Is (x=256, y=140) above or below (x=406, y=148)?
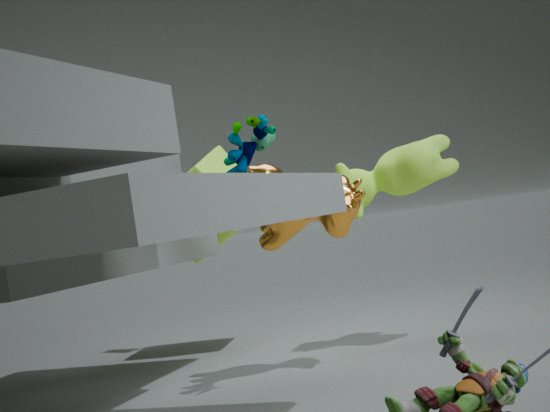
above
